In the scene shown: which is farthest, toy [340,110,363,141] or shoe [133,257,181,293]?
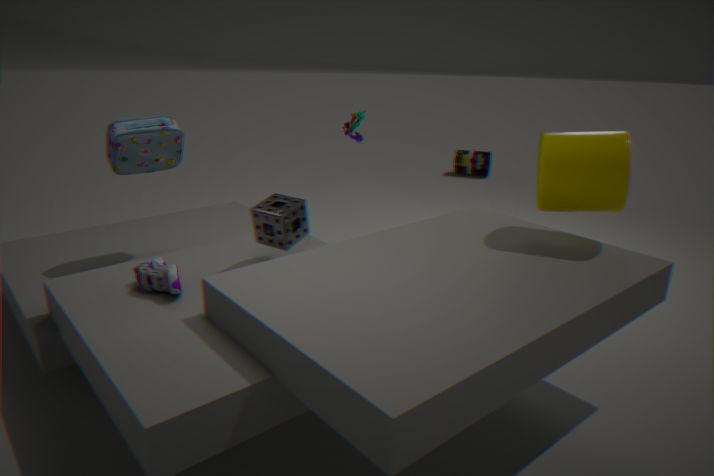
toy [340,110,363,141]
